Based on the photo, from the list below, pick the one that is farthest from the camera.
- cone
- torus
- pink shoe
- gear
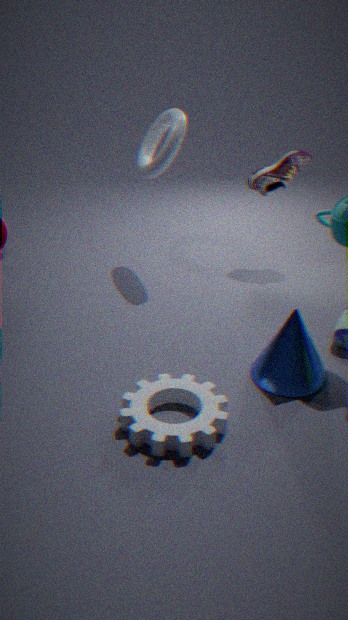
pink shoe
